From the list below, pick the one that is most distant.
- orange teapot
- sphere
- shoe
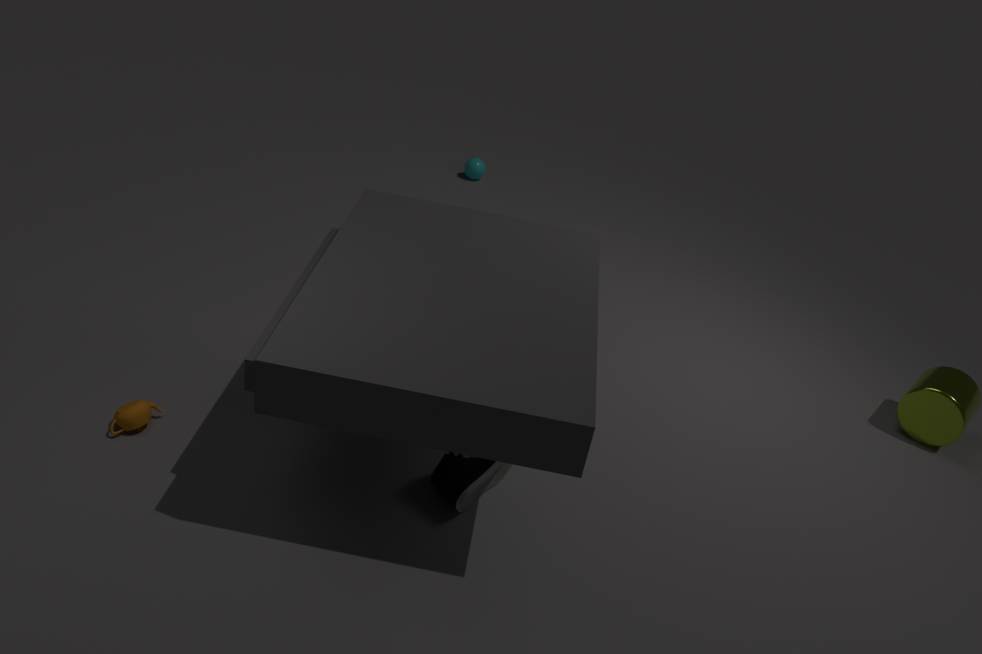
sphere
